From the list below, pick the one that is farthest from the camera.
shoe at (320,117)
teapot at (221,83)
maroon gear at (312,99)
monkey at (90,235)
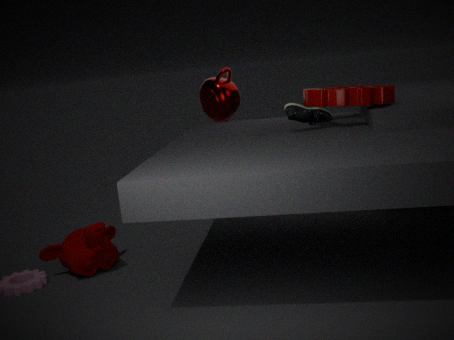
teapot at (221,83)
